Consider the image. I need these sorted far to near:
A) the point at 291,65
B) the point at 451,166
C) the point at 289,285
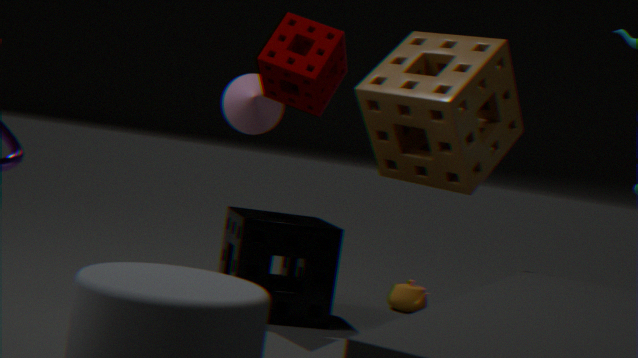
the point at 289,285, the point at 451,166, the point at 291,65
